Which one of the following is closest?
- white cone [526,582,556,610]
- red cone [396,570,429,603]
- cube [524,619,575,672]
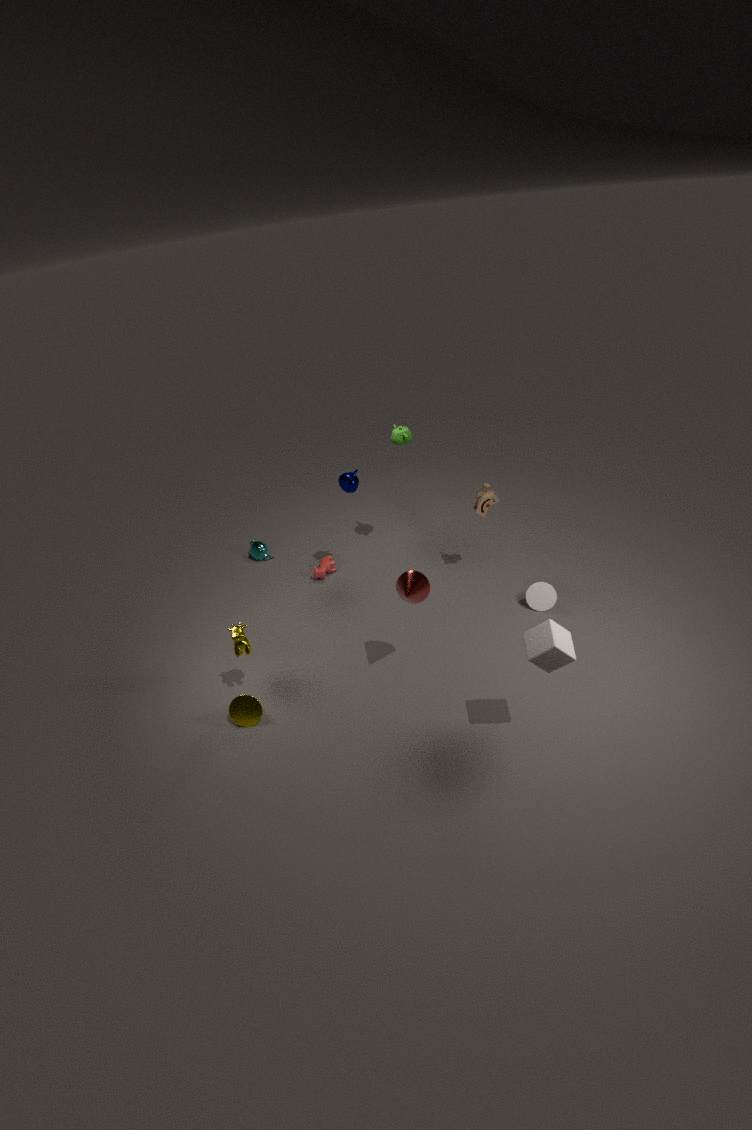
cube [524,619,575,672]
